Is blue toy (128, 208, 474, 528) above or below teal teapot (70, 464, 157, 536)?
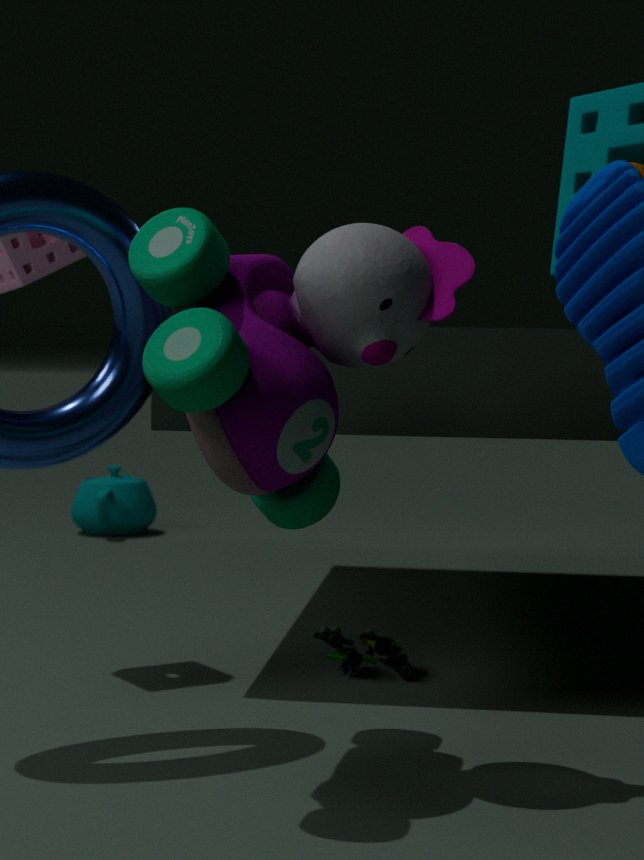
above
